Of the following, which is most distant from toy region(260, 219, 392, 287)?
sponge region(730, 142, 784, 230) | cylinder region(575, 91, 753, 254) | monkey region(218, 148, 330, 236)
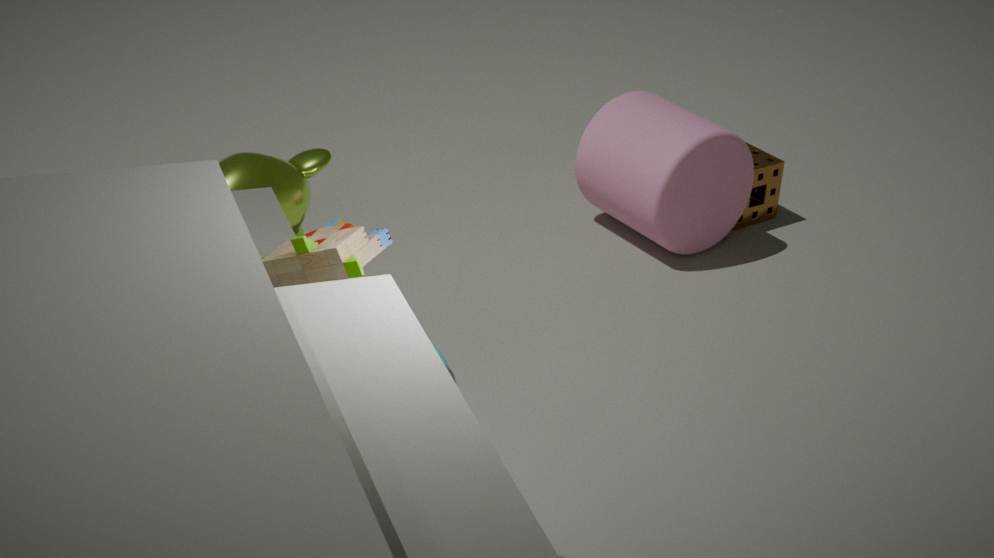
sponge region(730, 142, 784, 230)
